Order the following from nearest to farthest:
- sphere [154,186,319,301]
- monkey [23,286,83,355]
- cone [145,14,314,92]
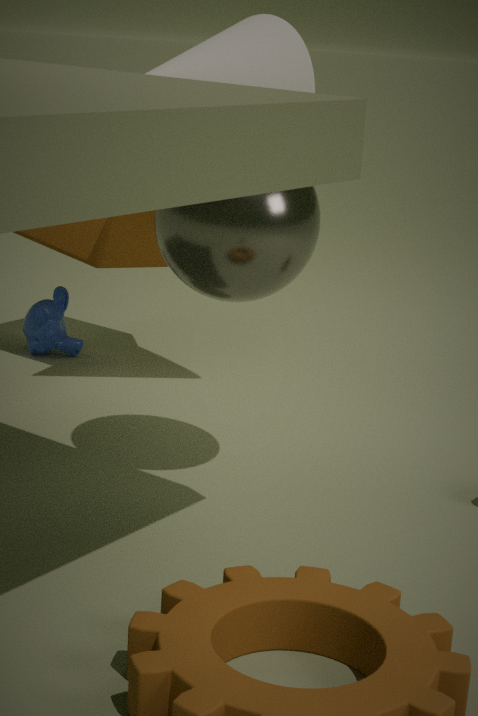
1. sphere [154,186,319,301]
2. cone [145,14,314,92]
3. monkey [23,286,83,355]
